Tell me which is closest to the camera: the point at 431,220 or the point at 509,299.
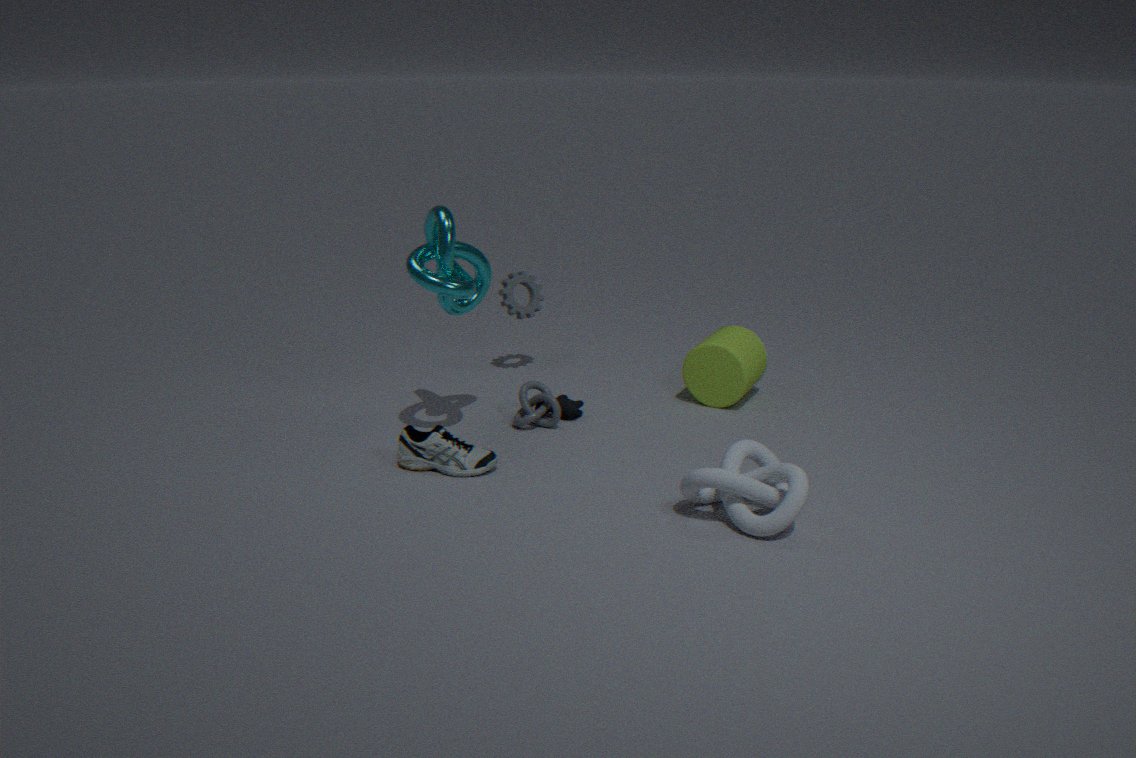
the point at 431,220
